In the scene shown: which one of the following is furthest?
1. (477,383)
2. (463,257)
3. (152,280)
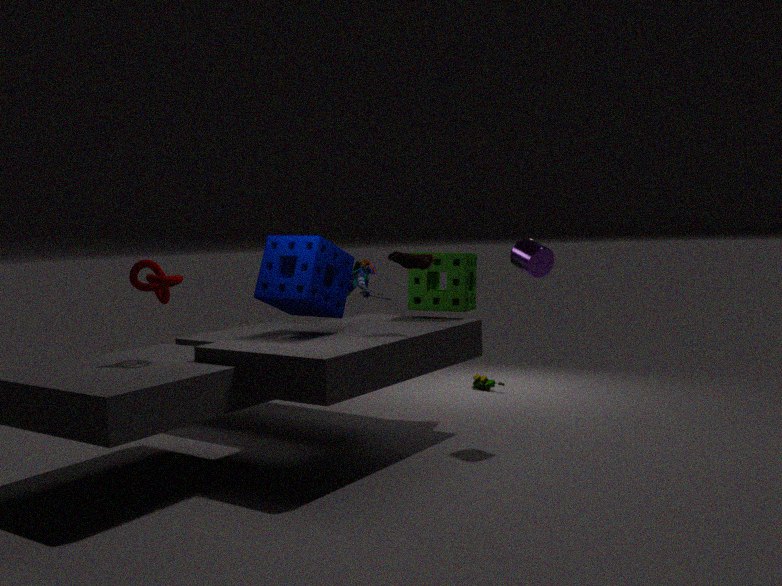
(477,383)
